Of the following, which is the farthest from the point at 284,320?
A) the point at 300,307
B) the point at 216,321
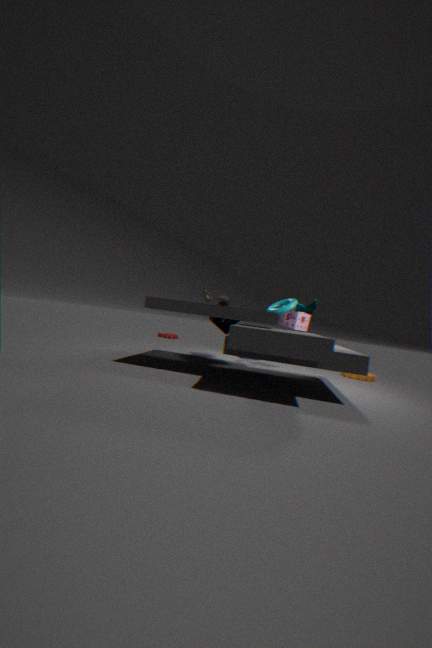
the point at 216,321
